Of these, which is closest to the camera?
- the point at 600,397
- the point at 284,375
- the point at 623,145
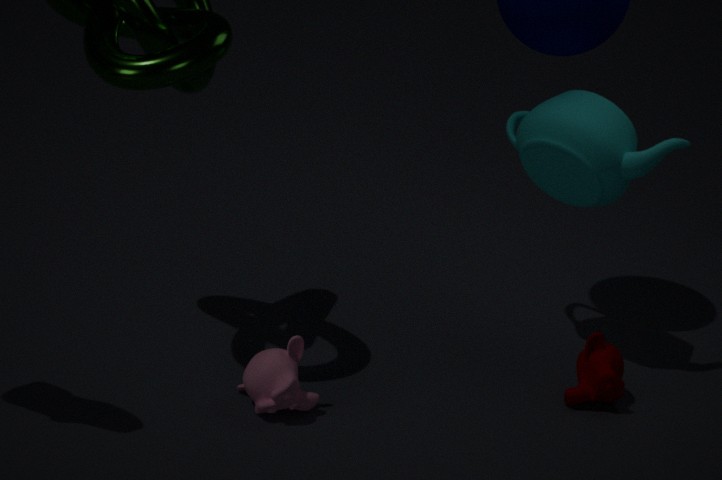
the point at 284,375
